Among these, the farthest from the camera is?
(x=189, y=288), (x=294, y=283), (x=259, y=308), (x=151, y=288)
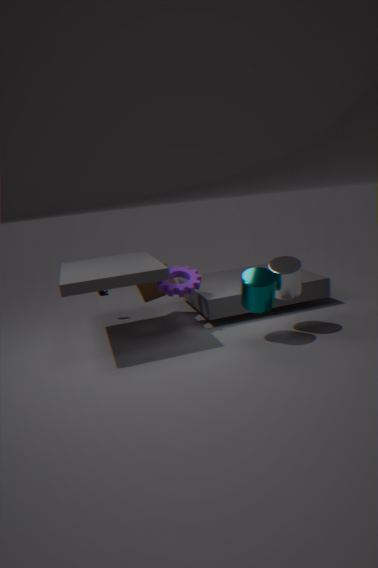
(x=151, y=288)
